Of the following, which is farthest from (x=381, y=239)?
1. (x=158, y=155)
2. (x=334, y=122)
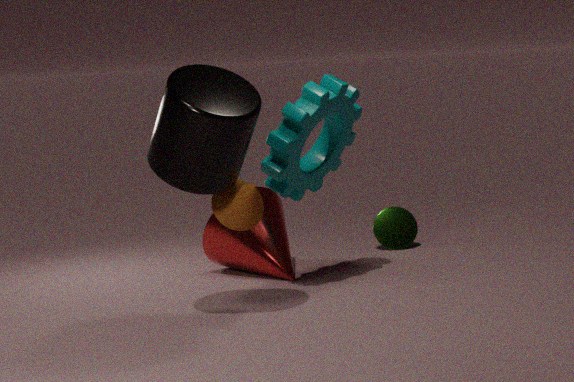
(x=158, y=155)
